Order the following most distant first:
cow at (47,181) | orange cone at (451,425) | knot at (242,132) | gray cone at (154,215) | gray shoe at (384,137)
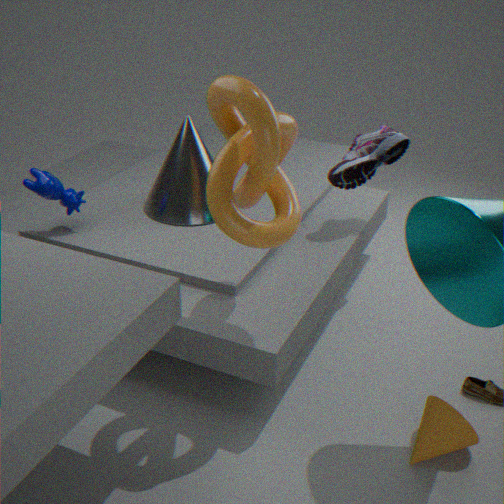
gray cone at (154,215), gray shoe at (384,137), cow at (47,181), orange cone at (451,425), knot at (242,132)
